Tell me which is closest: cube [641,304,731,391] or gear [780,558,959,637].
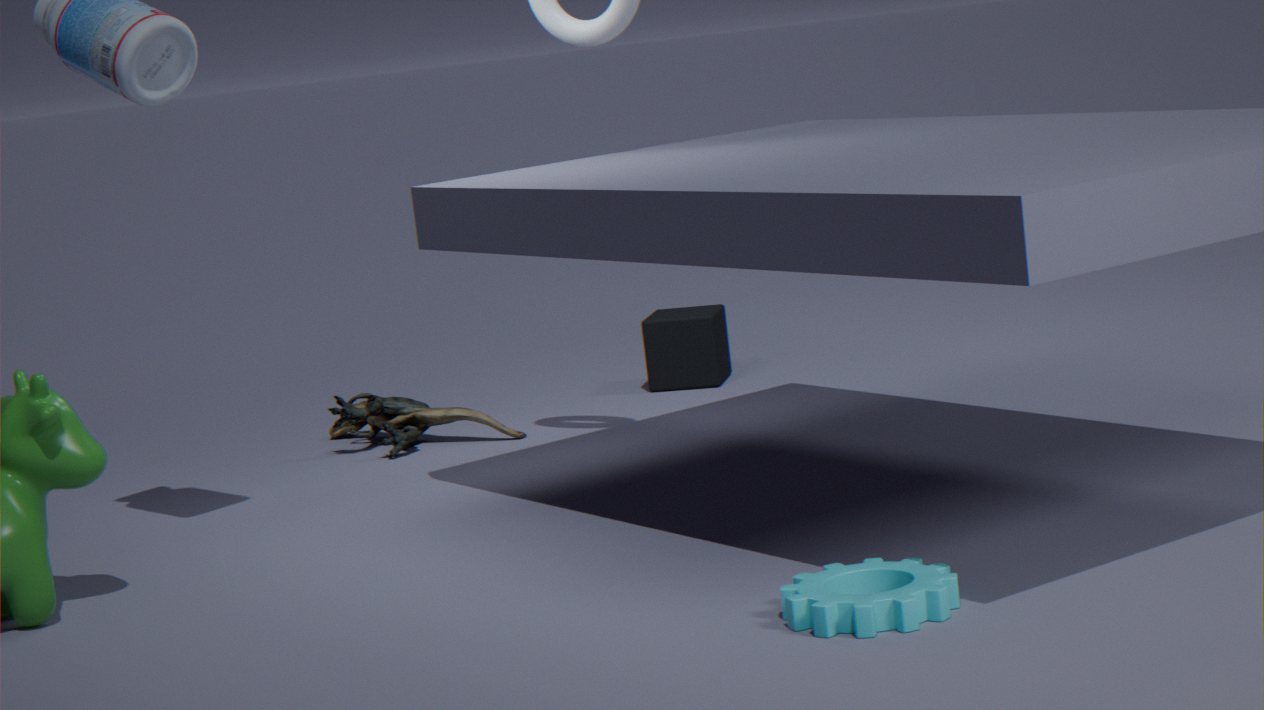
gear [780,558,959,637]
